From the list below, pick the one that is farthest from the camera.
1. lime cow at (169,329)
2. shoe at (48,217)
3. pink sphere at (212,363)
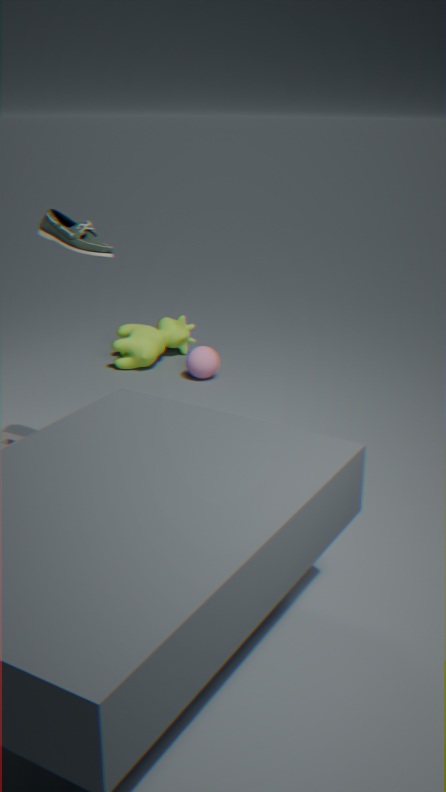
lime cow at (169,329)
